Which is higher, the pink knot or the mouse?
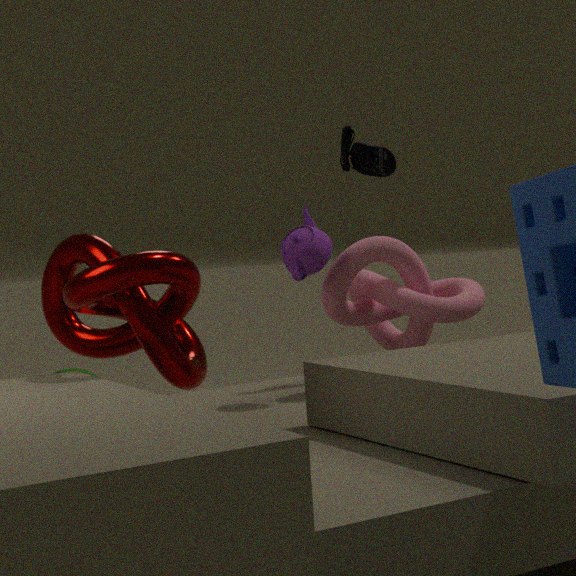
the mouse
